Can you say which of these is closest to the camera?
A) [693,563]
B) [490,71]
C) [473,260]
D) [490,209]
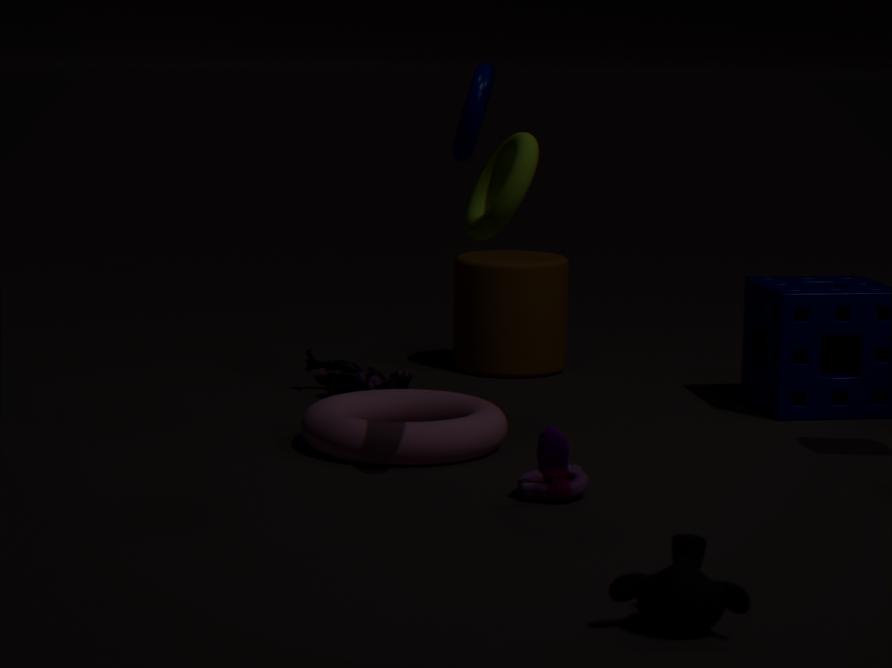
[693,563]
